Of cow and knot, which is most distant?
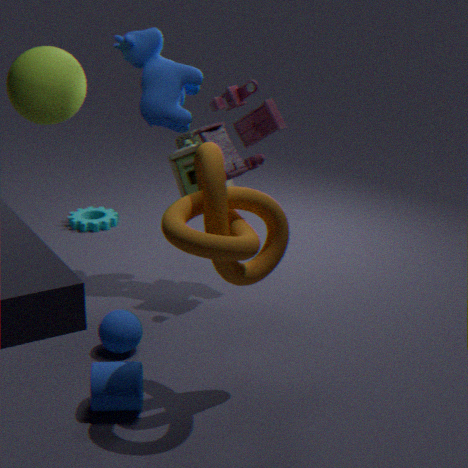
cow
